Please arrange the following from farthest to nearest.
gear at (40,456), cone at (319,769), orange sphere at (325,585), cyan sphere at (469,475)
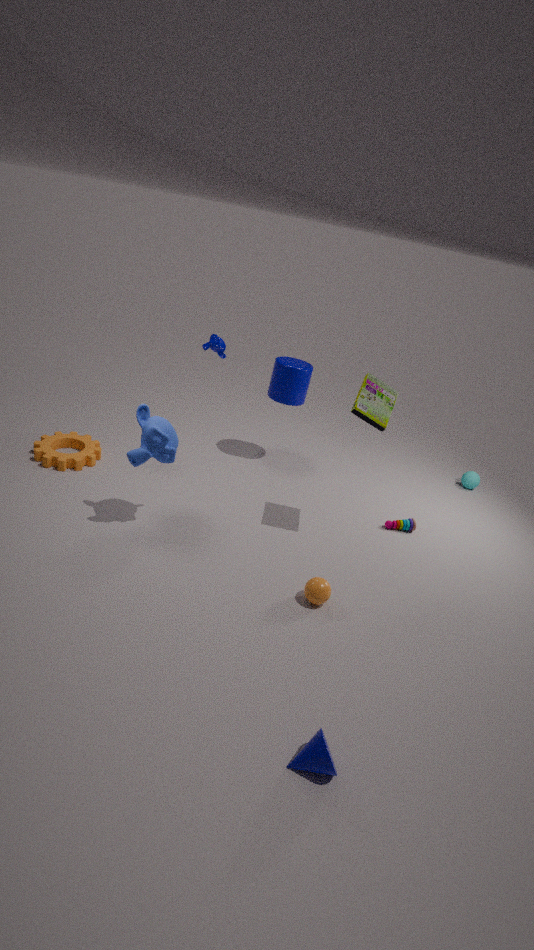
cyan sphere at (469,475)
gear at (40,456)
orange sphere at (325,585)
cone at (319,769)
